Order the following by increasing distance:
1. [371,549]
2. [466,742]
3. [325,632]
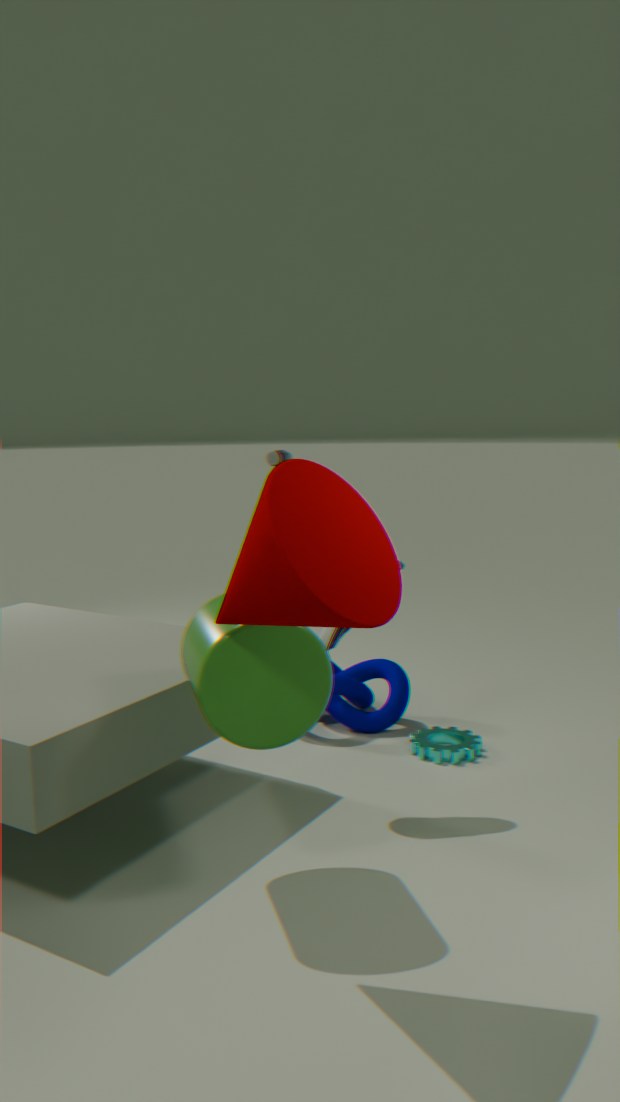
1. [371,549]
2. [325,632]
3. [466,742]
